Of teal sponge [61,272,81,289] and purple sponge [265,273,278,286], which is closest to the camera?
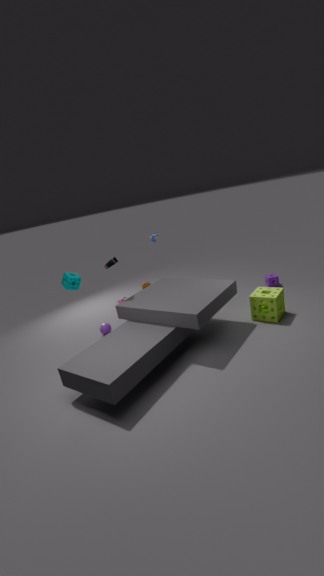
teal sponge [61,272,81,289]
